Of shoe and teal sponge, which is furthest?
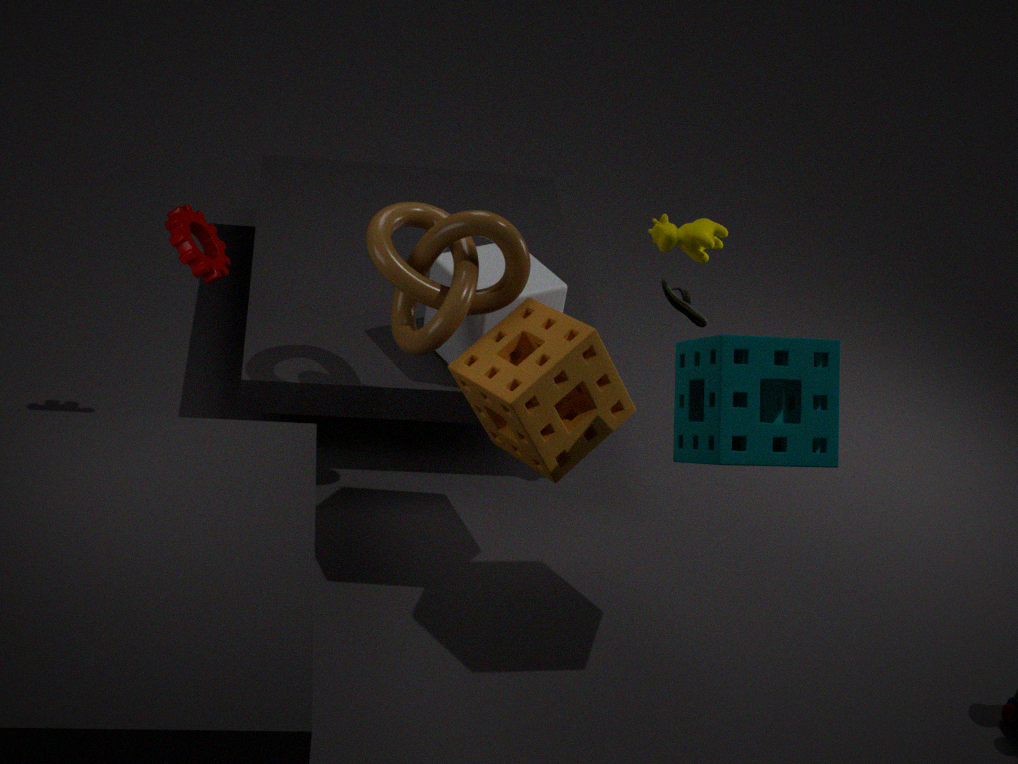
shoe
